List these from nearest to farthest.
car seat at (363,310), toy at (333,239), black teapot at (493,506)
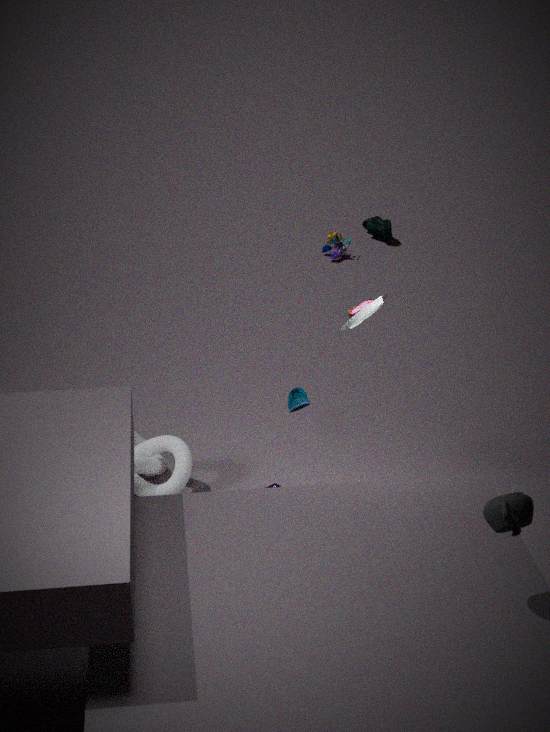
black teapot at (493,506) < car seat at (363,310) < toy at (333,239)
